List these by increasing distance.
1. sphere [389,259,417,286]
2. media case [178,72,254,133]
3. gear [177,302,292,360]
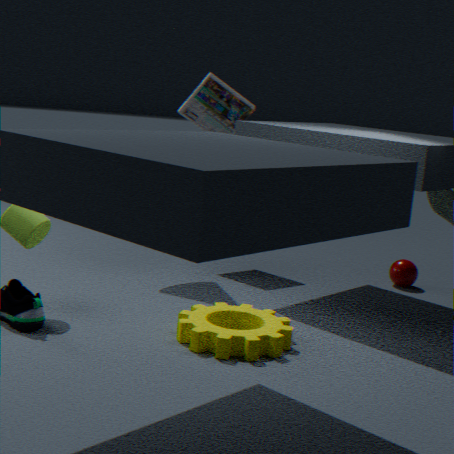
gear [177,302,292,360], sphere [389,259,417,286], media case [178,72,254,133]
